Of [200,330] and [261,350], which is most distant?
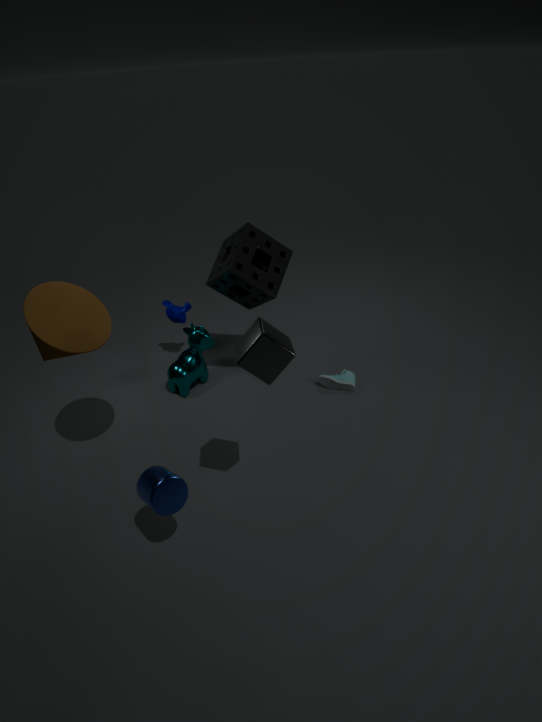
[200,330]
